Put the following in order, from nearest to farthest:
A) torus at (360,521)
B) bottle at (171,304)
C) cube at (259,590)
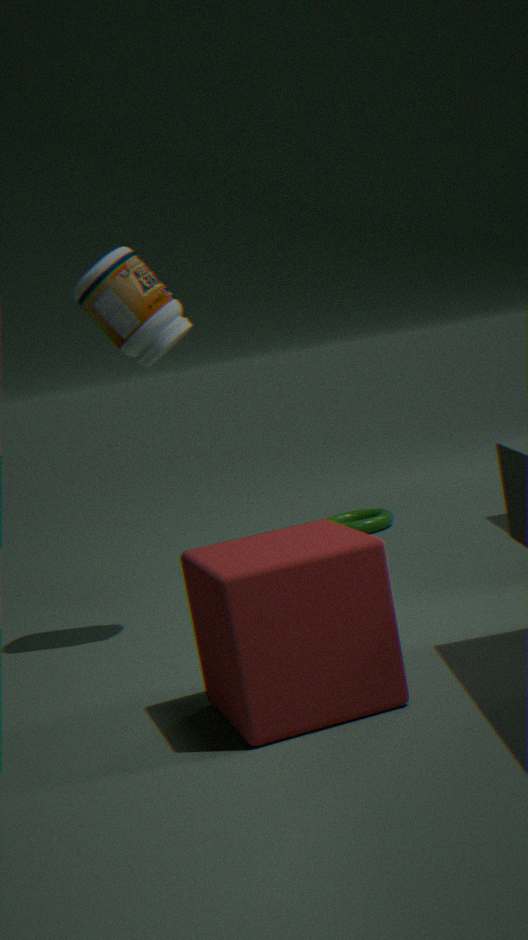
cube at (259,590)
bottle at (171,304)
torus at (360,521)
